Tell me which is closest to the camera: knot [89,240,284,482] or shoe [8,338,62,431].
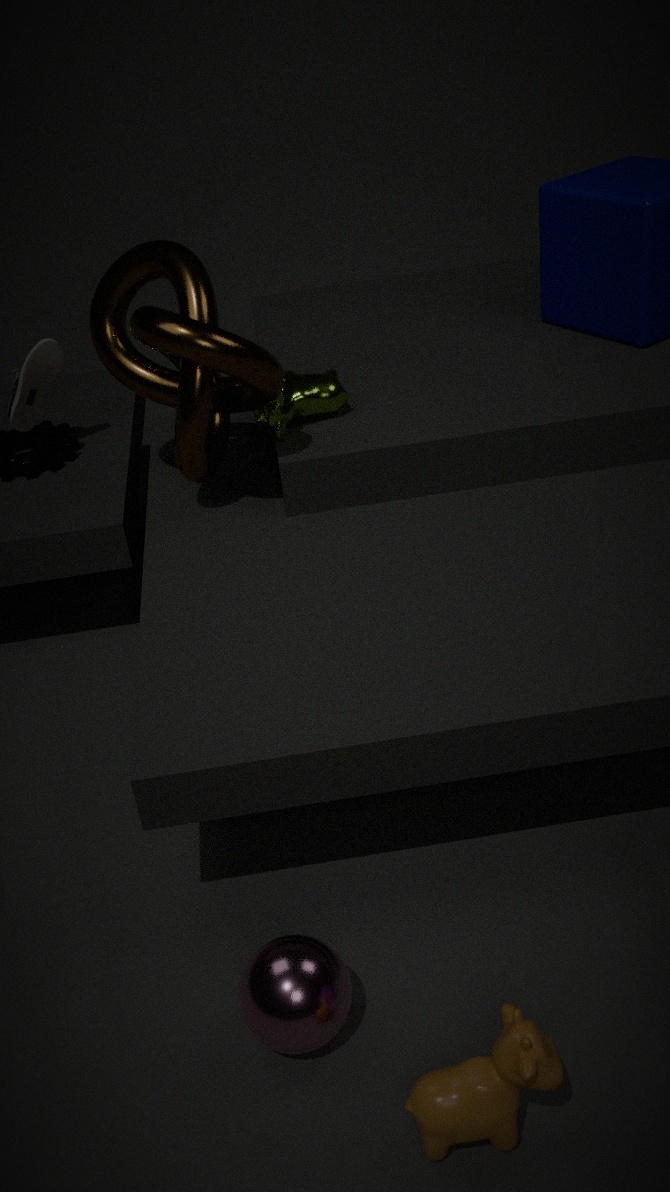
knot [89,240,284,482]
